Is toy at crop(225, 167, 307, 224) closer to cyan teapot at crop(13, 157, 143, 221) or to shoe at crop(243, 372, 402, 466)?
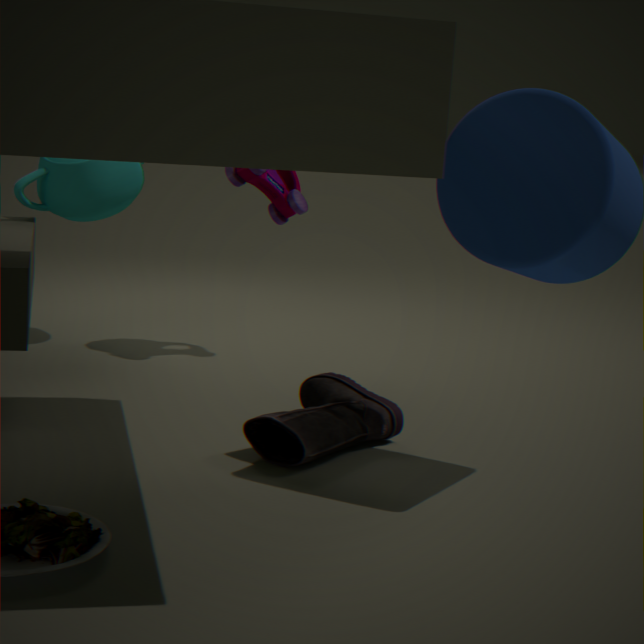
cyan teapot at crop(13, 157, 143, 221)
